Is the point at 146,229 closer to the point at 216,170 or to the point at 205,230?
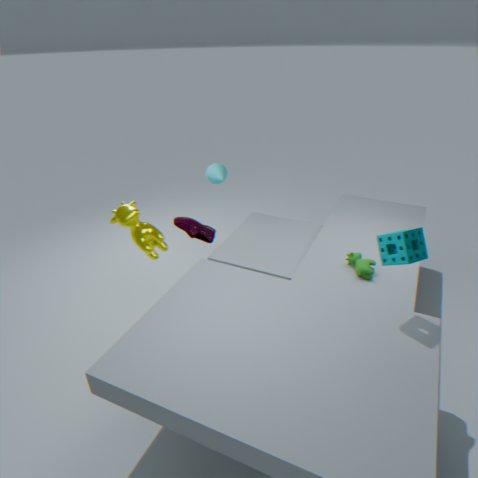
the point at 205,230
